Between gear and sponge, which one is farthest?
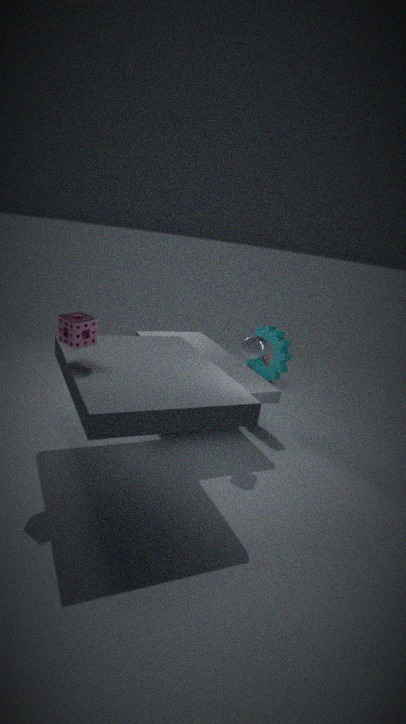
gear
